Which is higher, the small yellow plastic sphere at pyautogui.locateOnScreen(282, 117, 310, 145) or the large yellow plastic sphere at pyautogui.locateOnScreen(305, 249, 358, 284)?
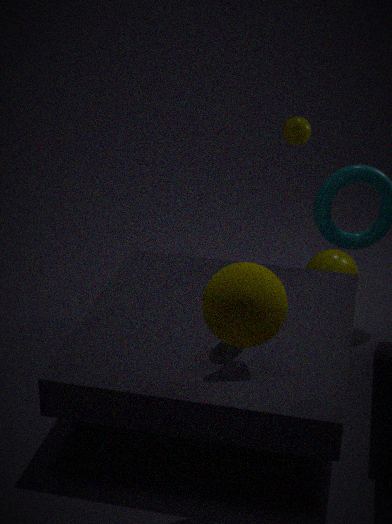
the small yellow plastic sphere at pyautogui.locateOnScreen(282, 117, 310, 145)
